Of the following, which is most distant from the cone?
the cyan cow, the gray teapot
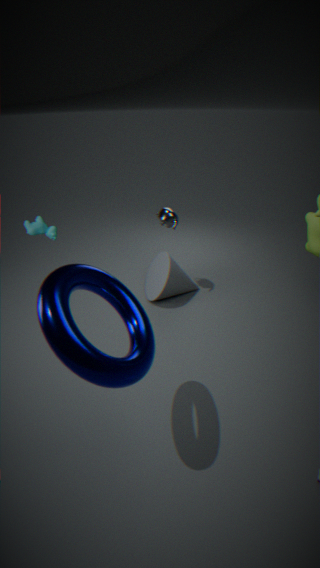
the cyan cow
